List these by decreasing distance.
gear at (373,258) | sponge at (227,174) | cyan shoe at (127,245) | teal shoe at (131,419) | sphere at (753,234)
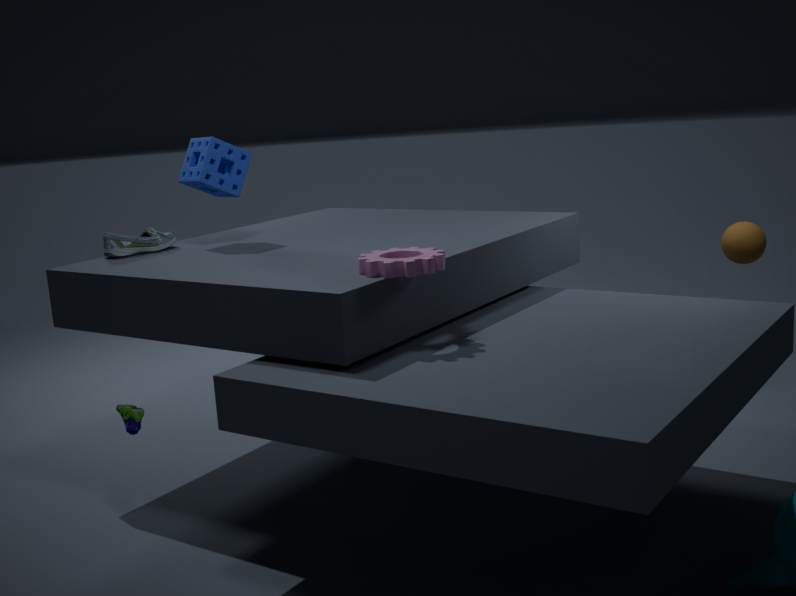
sphere at (753,234)
sponge at (227,174)
cyan shoe at (127,245)
teal shoe at (131,419)
gear at (373,258)
